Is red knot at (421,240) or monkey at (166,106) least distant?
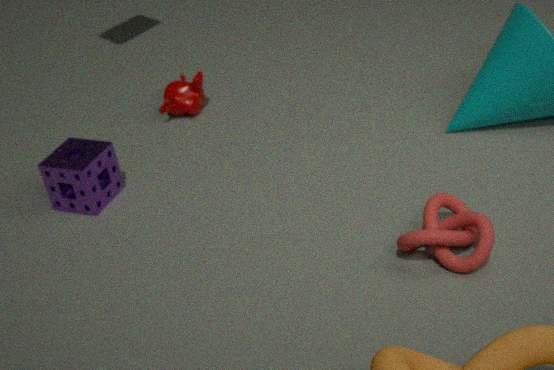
red knot at (421,240)
